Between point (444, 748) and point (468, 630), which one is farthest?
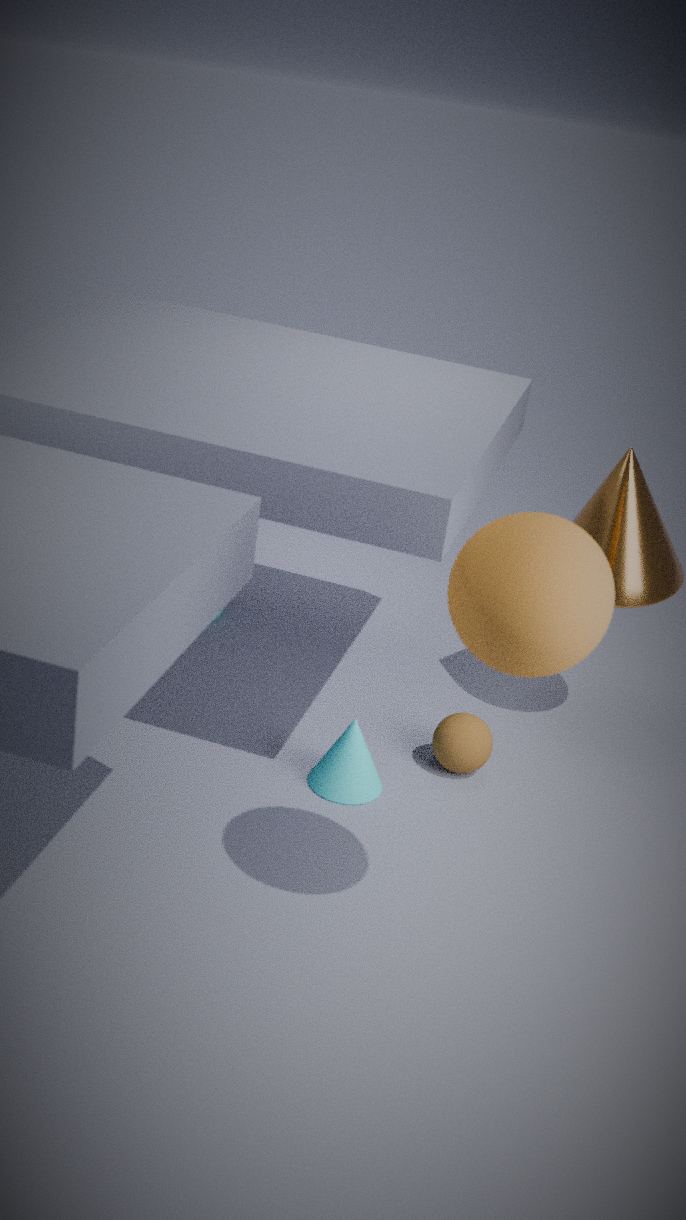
point (444, 748)
